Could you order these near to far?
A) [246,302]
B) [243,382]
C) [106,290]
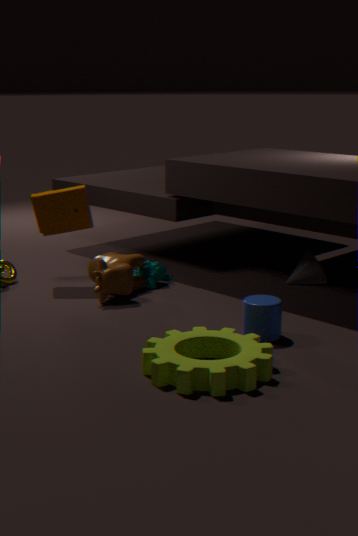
1. [243,382]
2. [246,302]
3. [106,290]
